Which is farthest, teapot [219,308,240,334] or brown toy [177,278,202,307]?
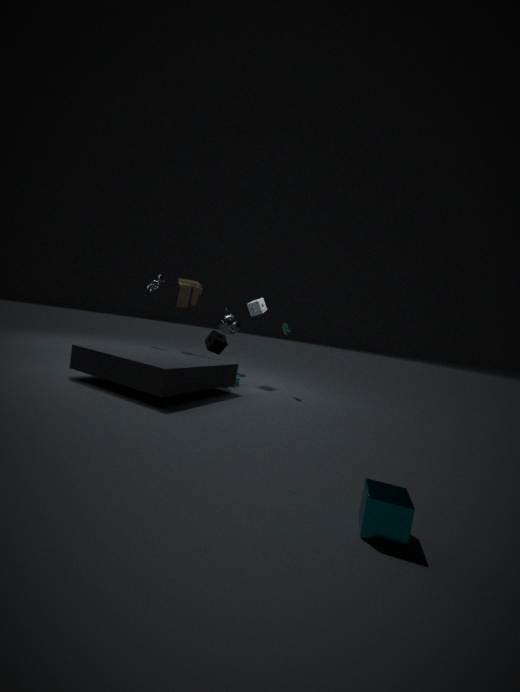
teapot [219,308,240,334]
